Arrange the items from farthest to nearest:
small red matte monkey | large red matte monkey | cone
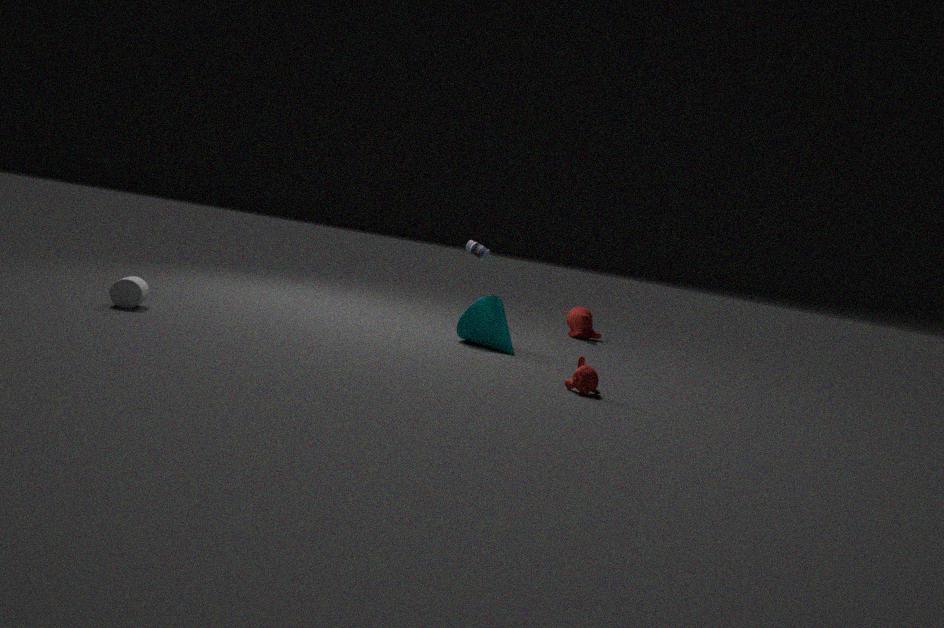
large red matte monkey
cone
small red matte monkey
